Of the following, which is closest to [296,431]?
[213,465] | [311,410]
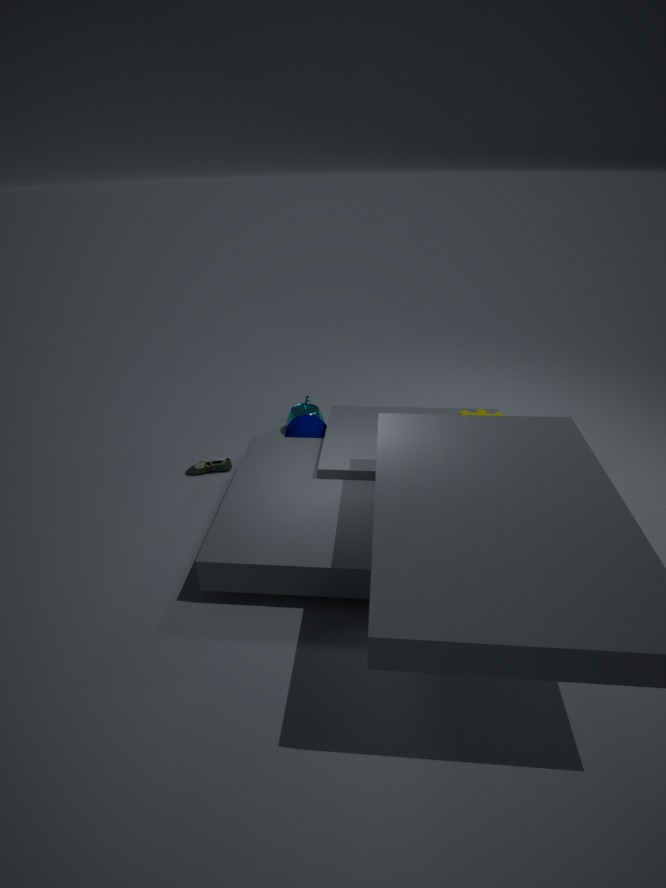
[311,410]
